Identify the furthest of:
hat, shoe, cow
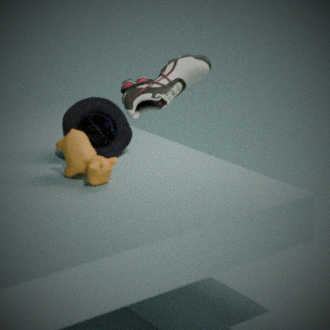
shoe
